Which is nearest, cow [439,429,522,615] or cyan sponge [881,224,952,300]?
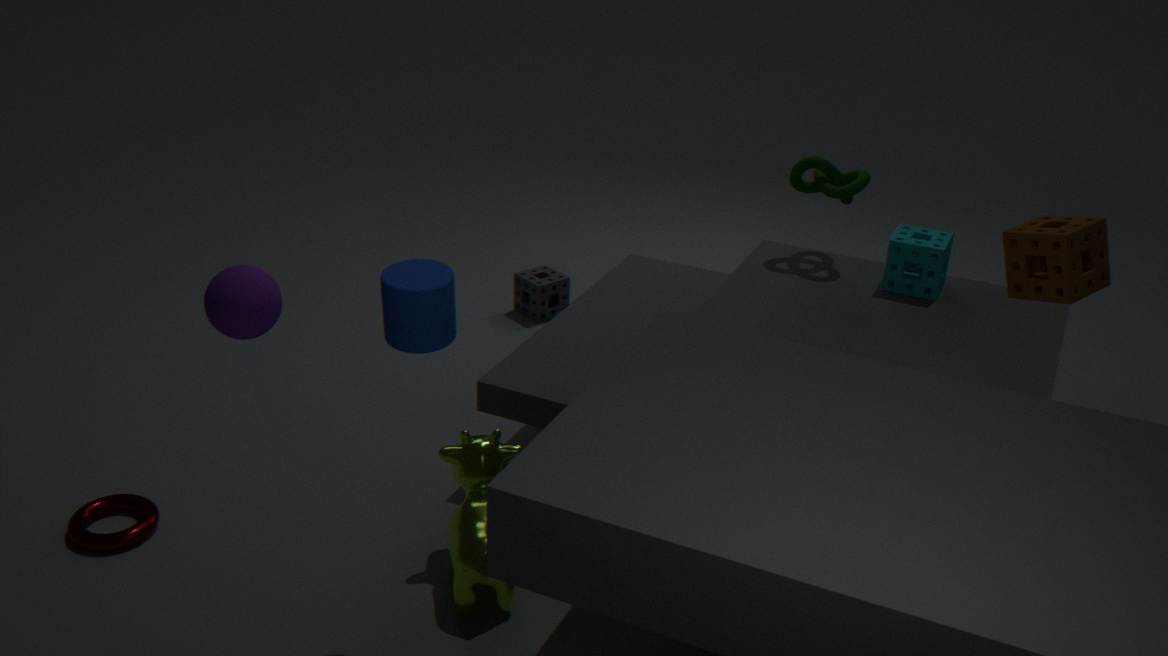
cow [439,429,522,615]
